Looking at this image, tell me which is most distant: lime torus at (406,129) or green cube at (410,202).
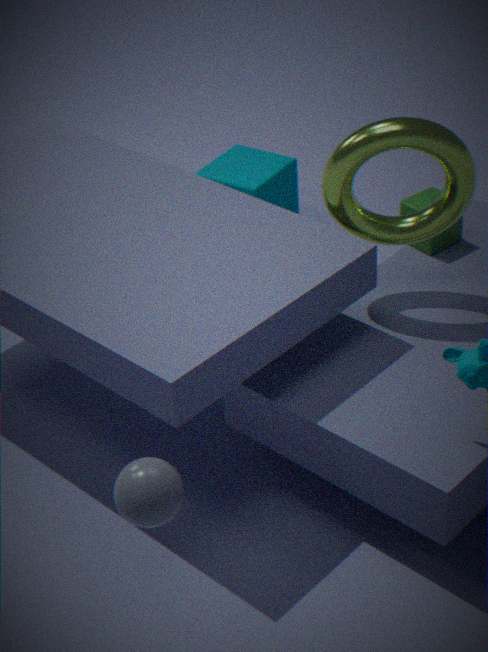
green cube at (410,202)
